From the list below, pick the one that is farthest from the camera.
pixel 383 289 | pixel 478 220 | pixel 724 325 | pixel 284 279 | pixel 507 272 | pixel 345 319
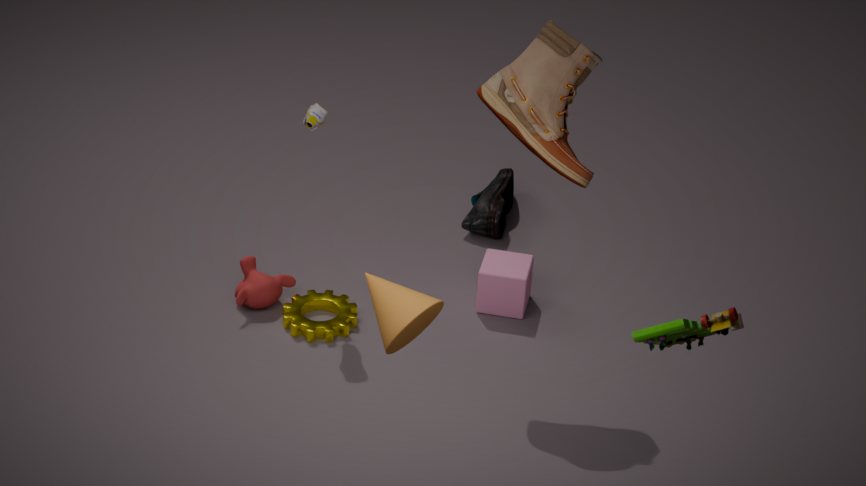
pixel 478 220
